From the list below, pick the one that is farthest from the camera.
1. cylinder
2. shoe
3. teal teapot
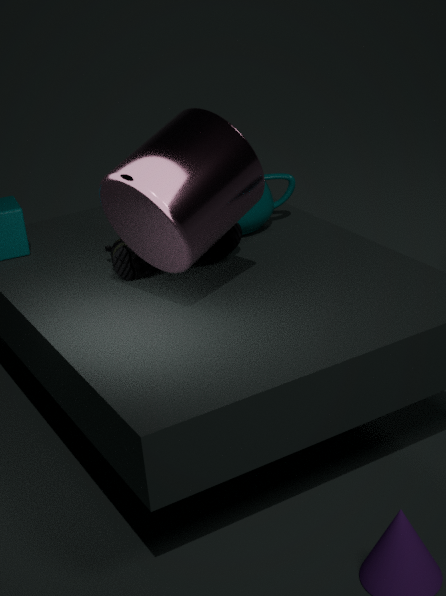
teal teapot
